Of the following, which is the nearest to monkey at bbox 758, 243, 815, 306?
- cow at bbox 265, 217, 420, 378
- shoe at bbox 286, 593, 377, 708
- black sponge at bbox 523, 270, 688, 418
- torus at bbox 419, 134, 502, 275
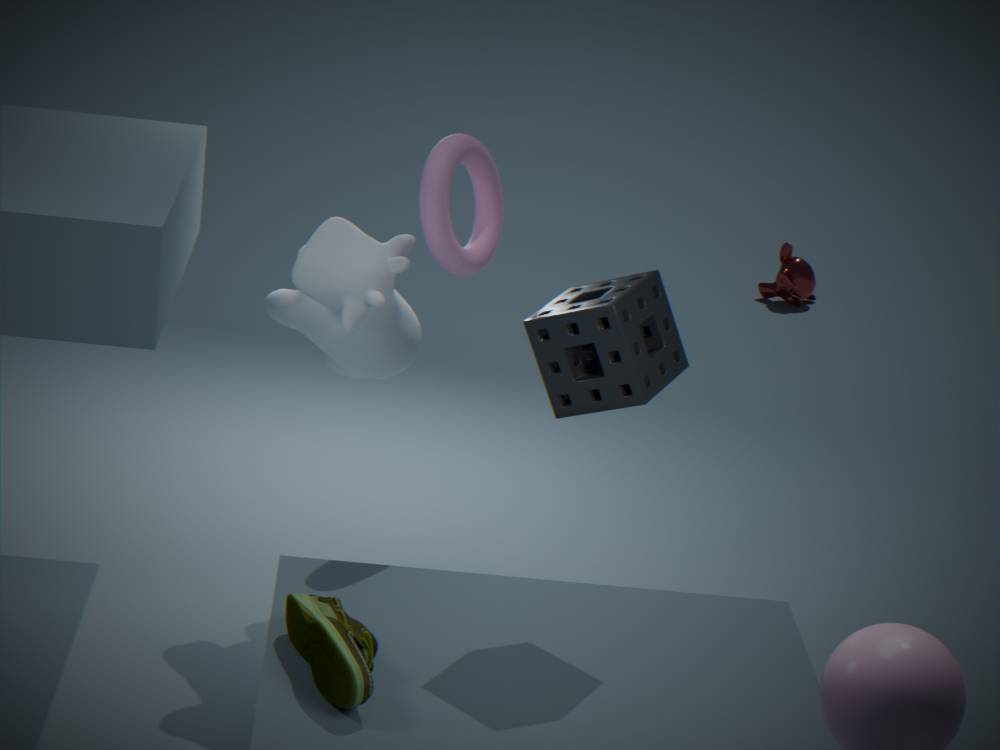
cow at bbox 265, 217, 420, 378
